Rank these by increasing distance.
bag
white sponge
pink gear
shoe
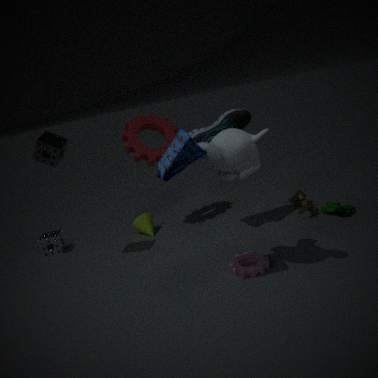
bag < pink gear < shoe < white sponge
